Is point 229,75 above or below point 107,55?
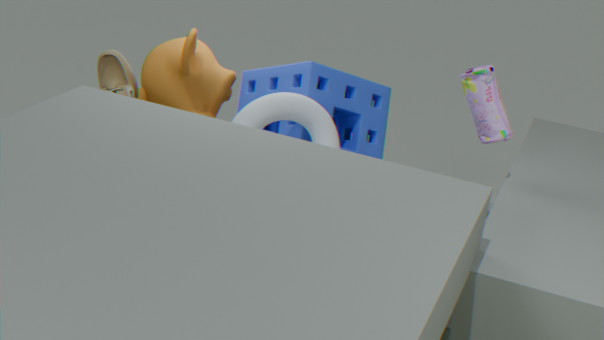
above
